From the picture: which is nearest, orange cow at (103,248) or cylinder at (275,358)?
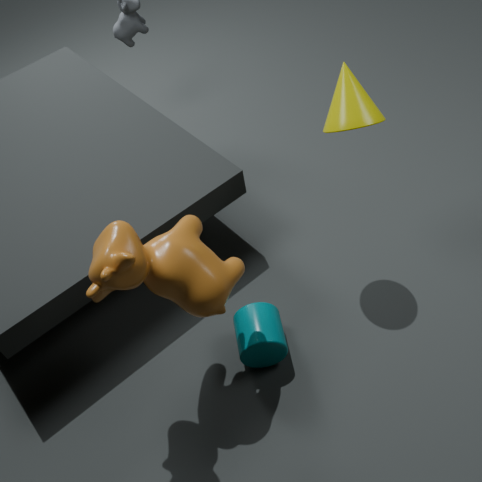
orange cow at (103,248)
